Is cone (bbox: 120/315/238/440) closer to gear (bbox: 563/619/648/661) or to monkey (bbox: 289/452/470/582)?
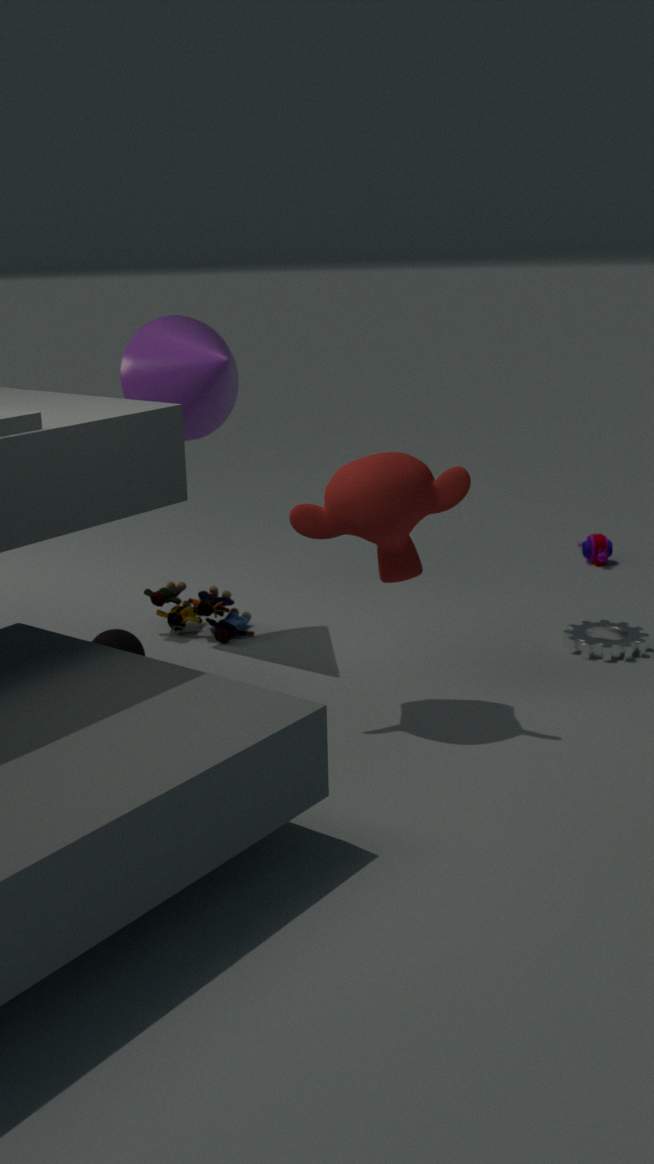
monkey (bbox: 289/452/470/582)
